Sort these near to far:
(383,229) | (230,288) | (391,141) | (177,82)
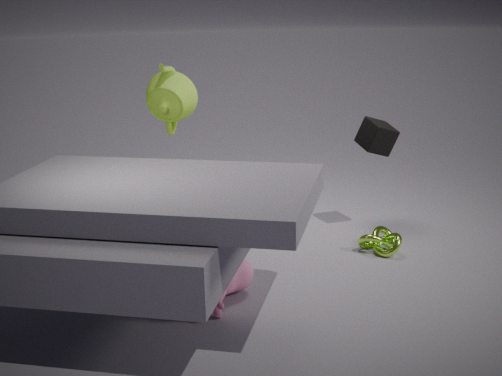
1. (230,288)
2. (383,229)
3. (177,82)
4. (391,141)
